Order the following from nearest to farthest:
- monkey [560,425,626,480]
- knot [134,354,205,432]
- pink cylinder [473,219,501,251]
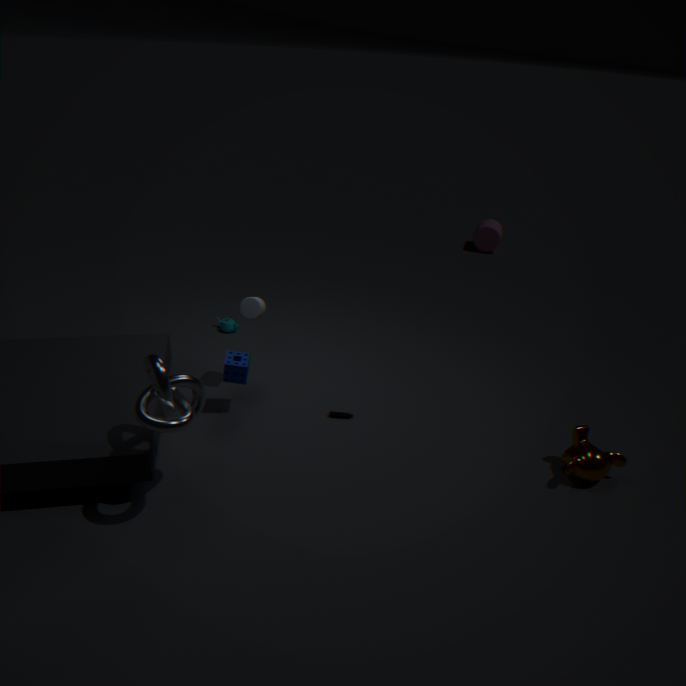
knot [134,354,205,432] → monkey [560,425,626,480] → pink cylinder [473,219,501,251]
